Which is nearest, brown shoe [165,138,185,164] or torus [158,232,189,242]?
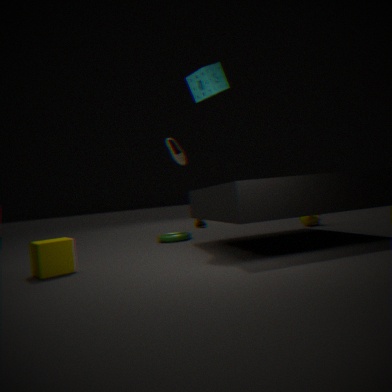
torus [158,232,189,242]
